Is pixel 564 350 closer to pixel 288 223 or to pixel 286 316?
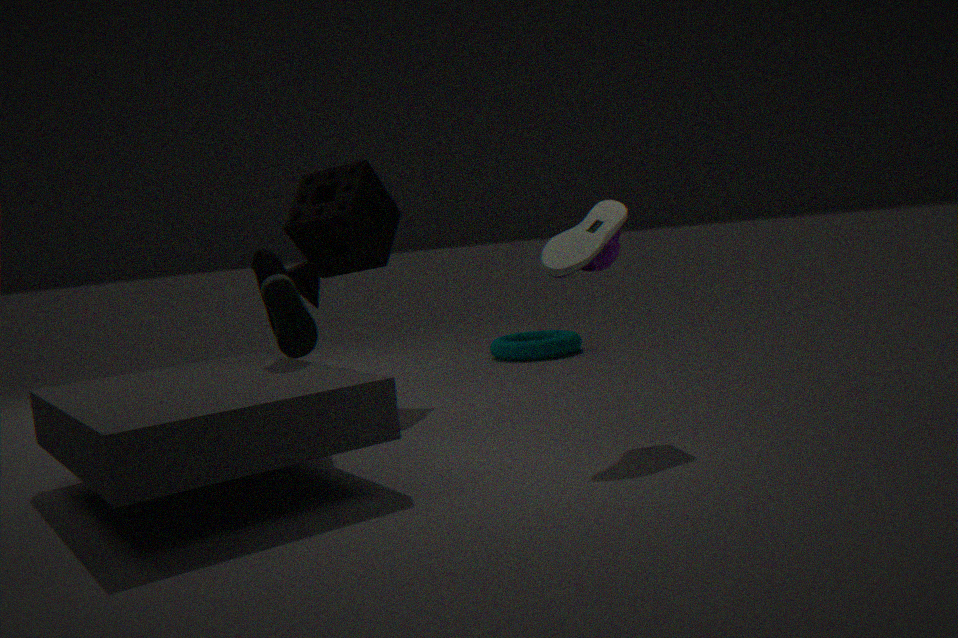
pixel 288 223
